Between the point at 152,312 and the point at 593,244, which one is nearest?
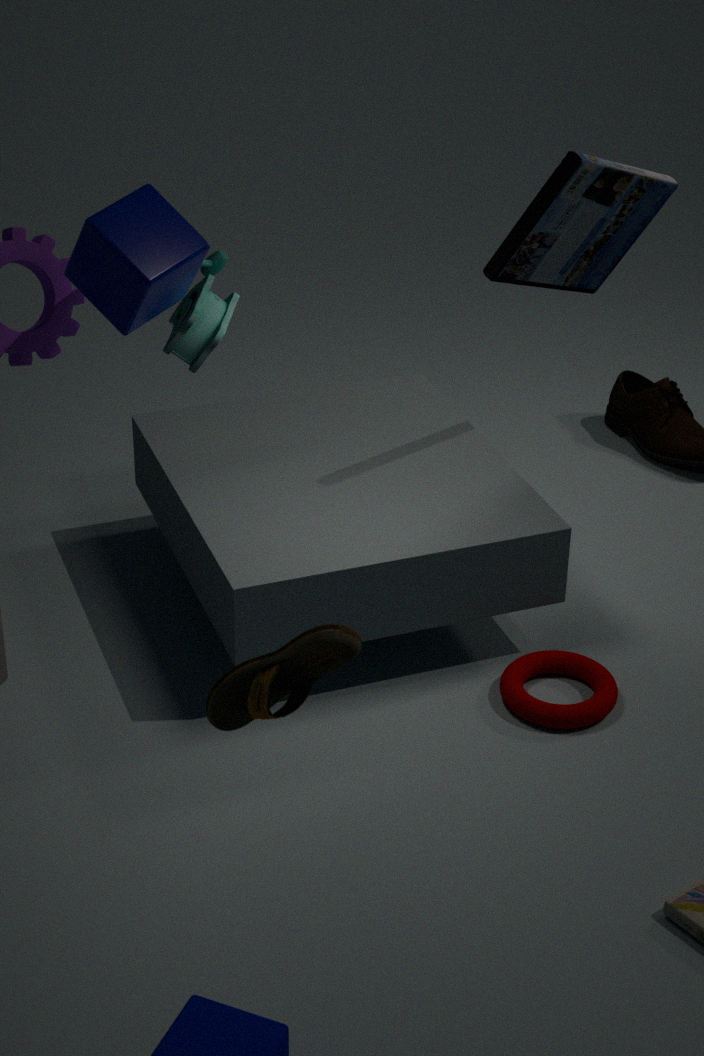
the point at 152,312
